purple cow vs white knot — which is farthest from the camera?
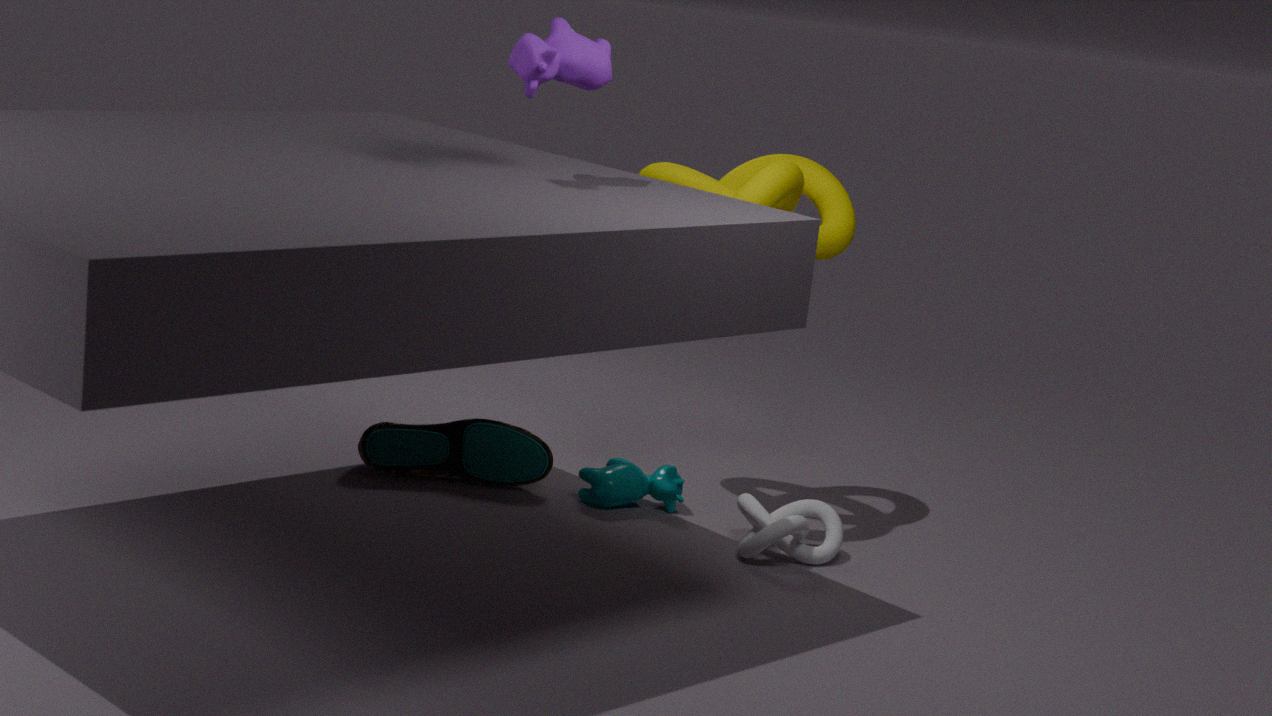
white knot
